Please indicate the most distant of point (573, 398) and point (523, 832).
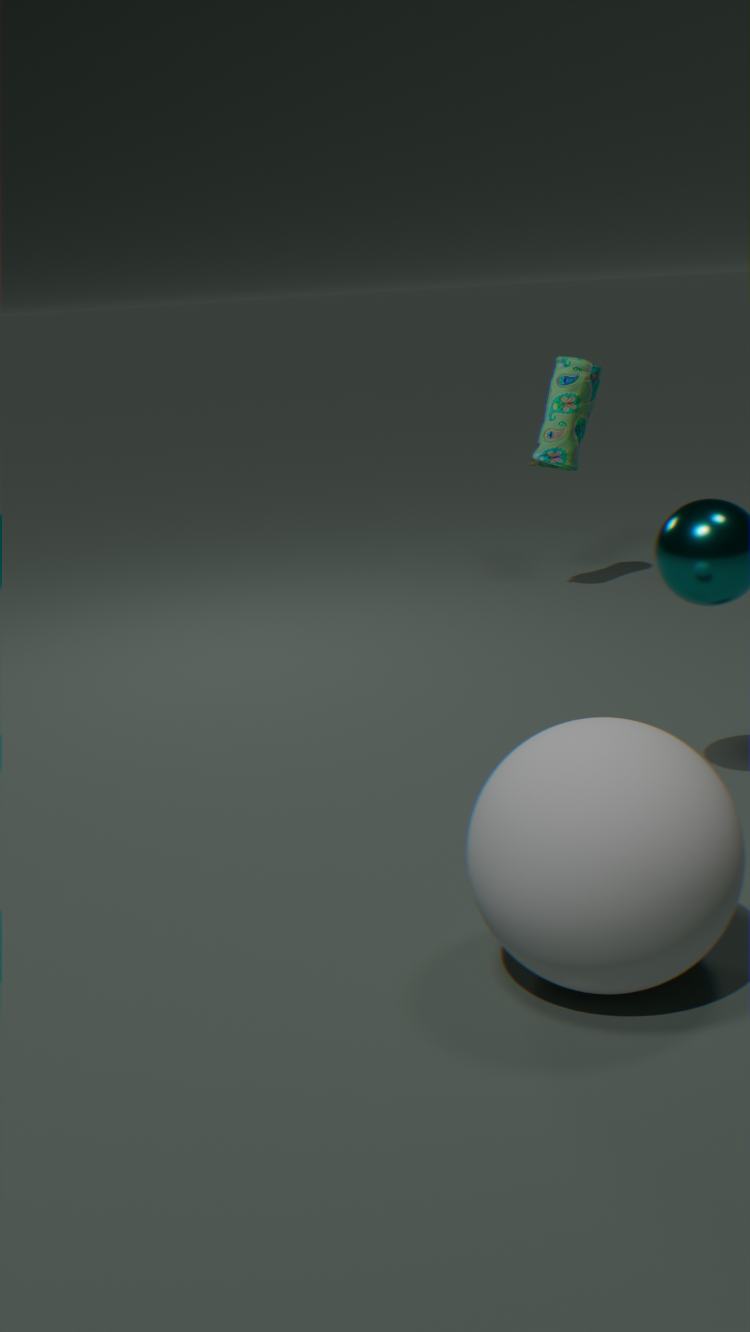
point (573, 398)
